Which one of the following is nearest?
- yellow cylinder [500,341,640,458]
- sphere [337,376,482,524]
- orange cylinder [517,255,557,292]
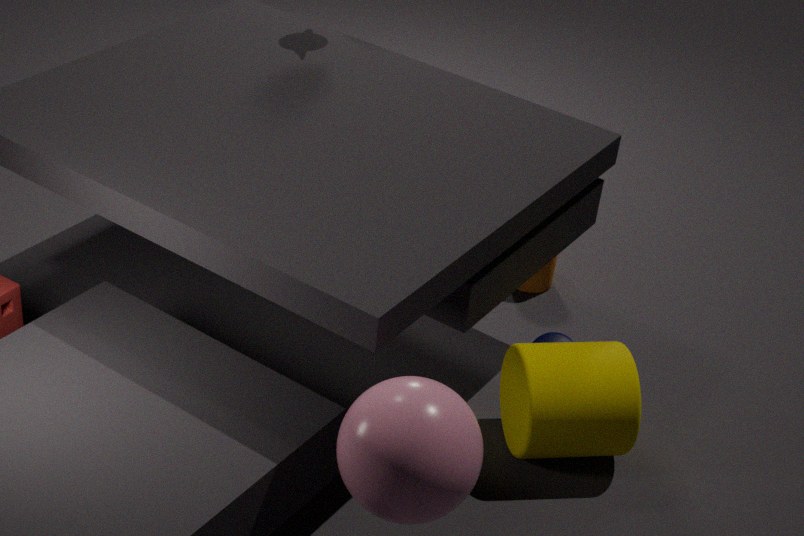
sphere [337,376,482,524]
